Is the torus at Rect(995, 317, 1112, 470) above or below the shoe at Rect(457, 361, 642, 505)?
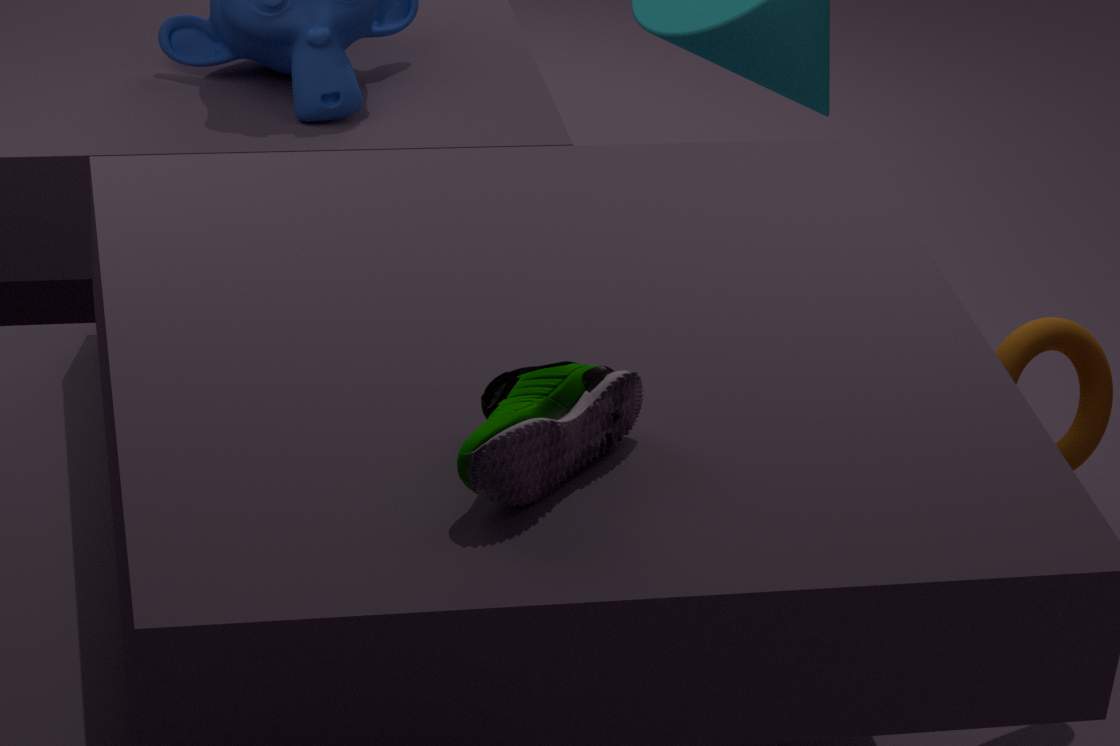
below
